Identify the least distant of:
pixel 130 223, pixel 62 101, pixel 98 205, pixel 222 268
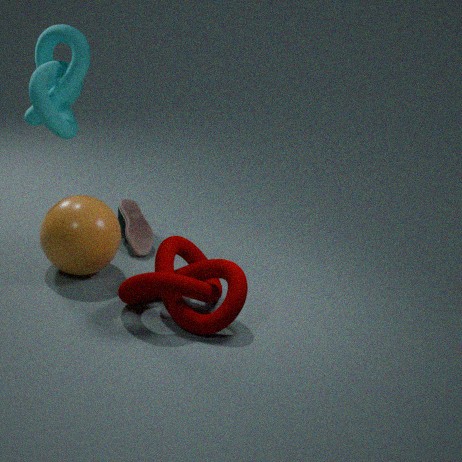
pixel 222 268
